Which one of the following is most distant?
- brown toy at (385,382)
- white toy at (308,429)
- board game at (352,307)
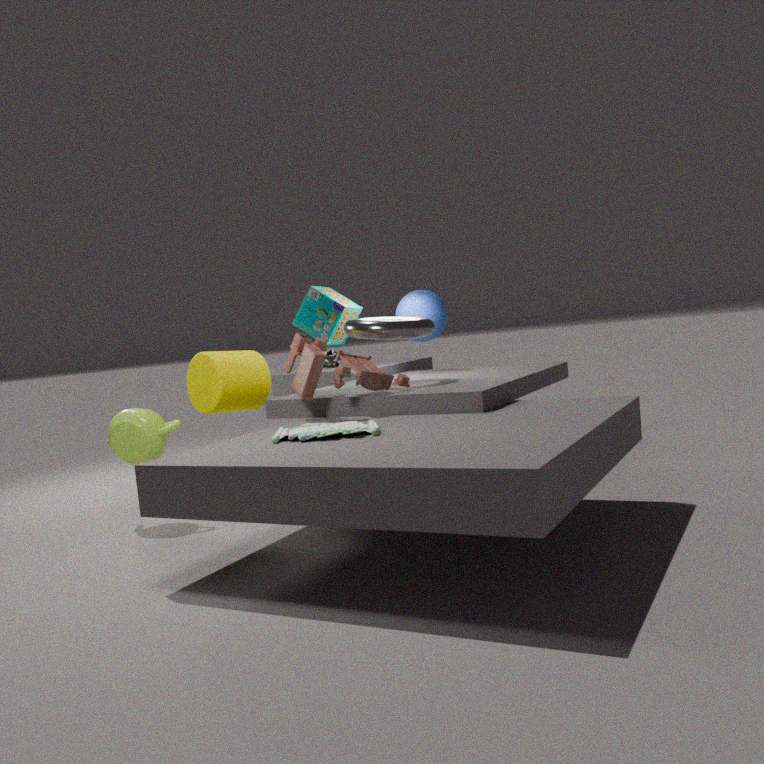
board game at (352,307)
